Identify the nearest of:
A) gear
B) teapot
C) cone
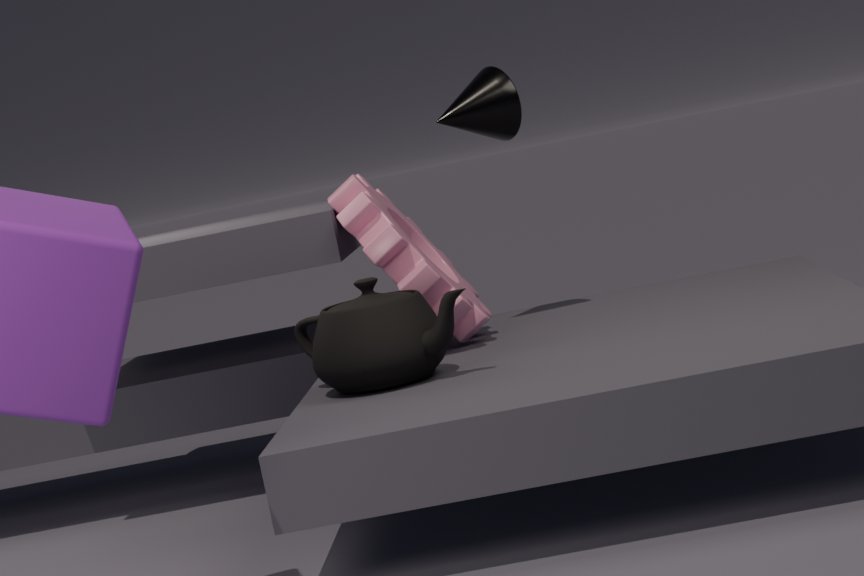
teapot
